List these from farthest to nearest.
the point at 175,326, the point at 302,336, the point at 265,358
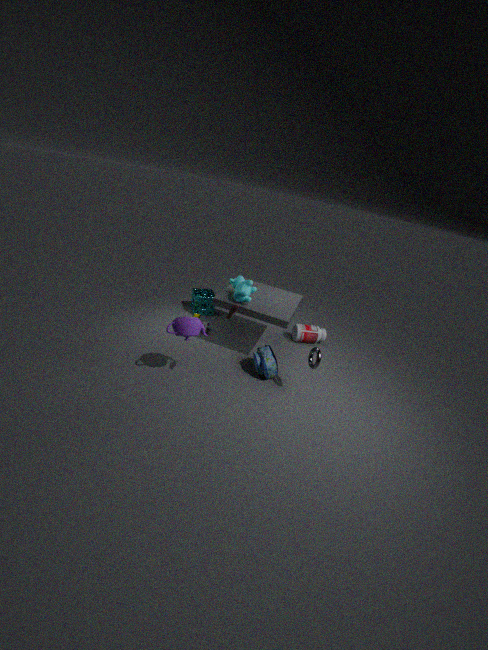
the point at 302,336 < the point at 265,358 < the point at 175,326
